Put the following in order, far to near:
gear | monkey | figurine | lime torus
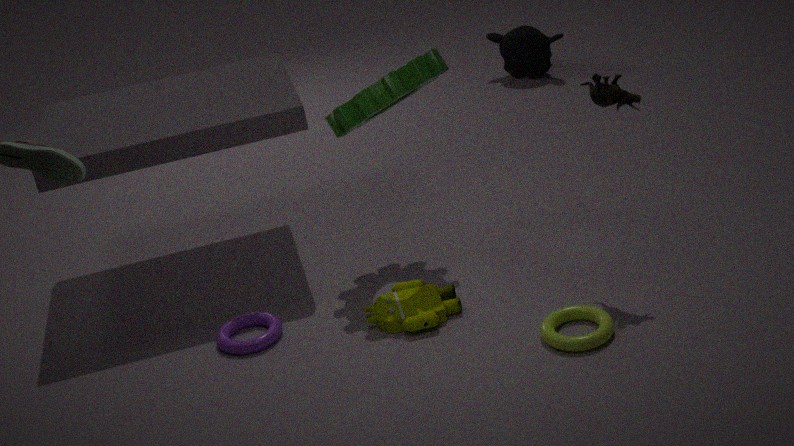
1. monkey
2. gear
3. figurine
4. lime torus
